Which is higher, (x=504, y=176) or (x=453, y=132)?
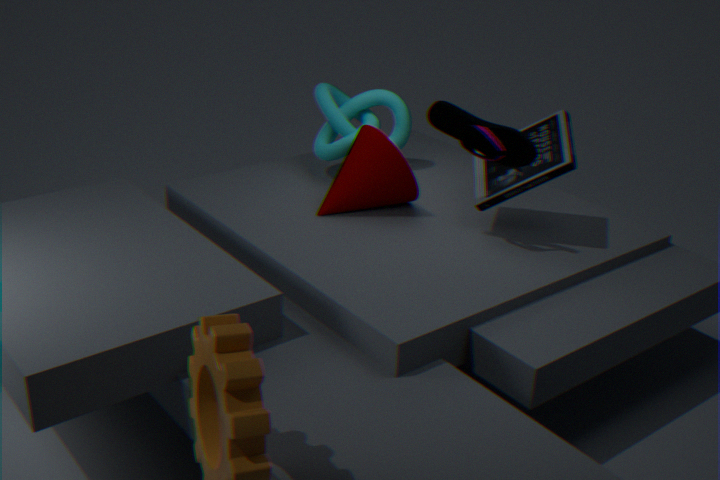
(x=453, y=132)
